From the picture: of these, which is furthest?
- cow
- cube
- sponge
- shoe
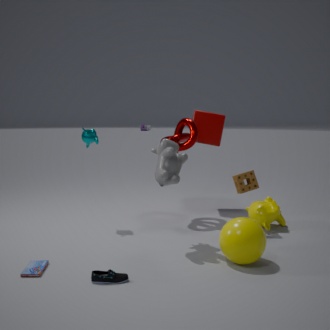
cube
